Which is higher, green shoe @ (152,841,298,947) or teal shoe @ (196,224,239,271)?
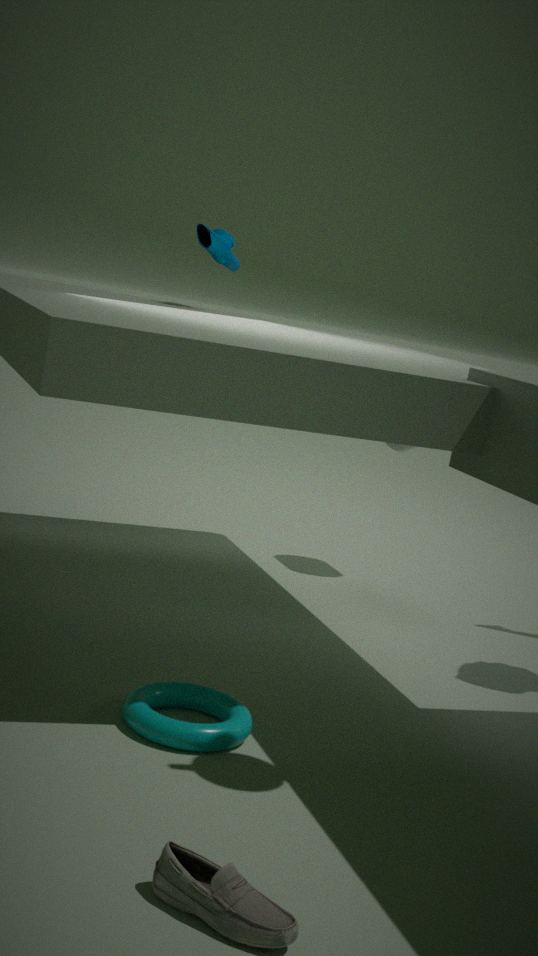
teal shoe @ (196,224,239,271)
